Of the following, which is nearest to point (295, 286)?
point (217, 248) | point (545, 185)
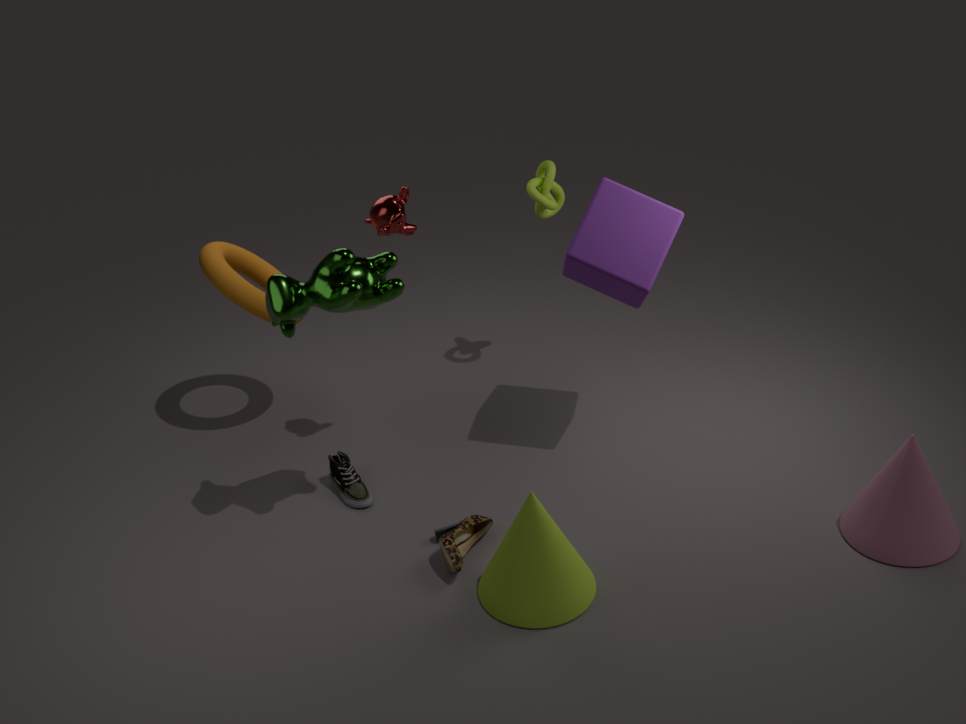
point (217, 248)
